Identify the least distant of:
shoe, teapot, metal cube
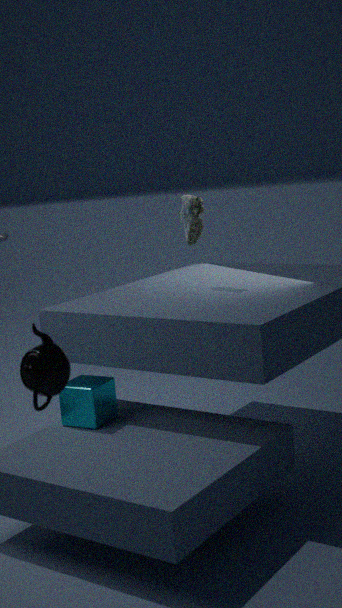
teapot
